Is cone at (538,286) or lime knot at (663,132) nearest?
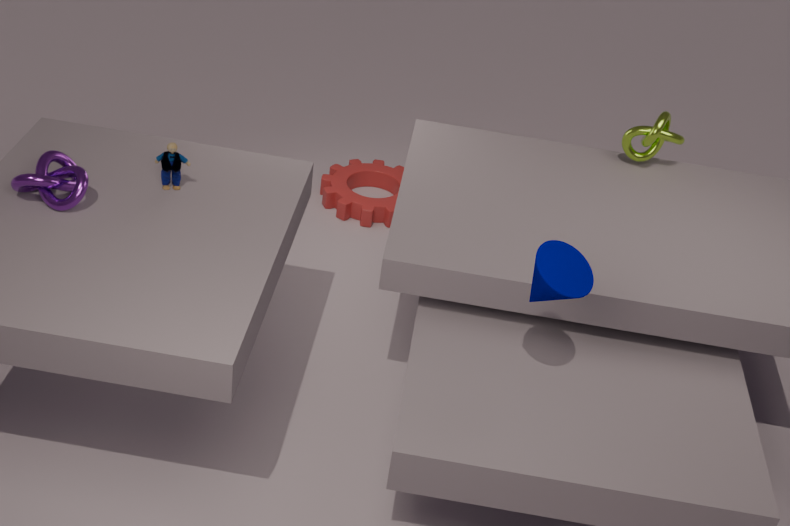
cone at (538,286)
